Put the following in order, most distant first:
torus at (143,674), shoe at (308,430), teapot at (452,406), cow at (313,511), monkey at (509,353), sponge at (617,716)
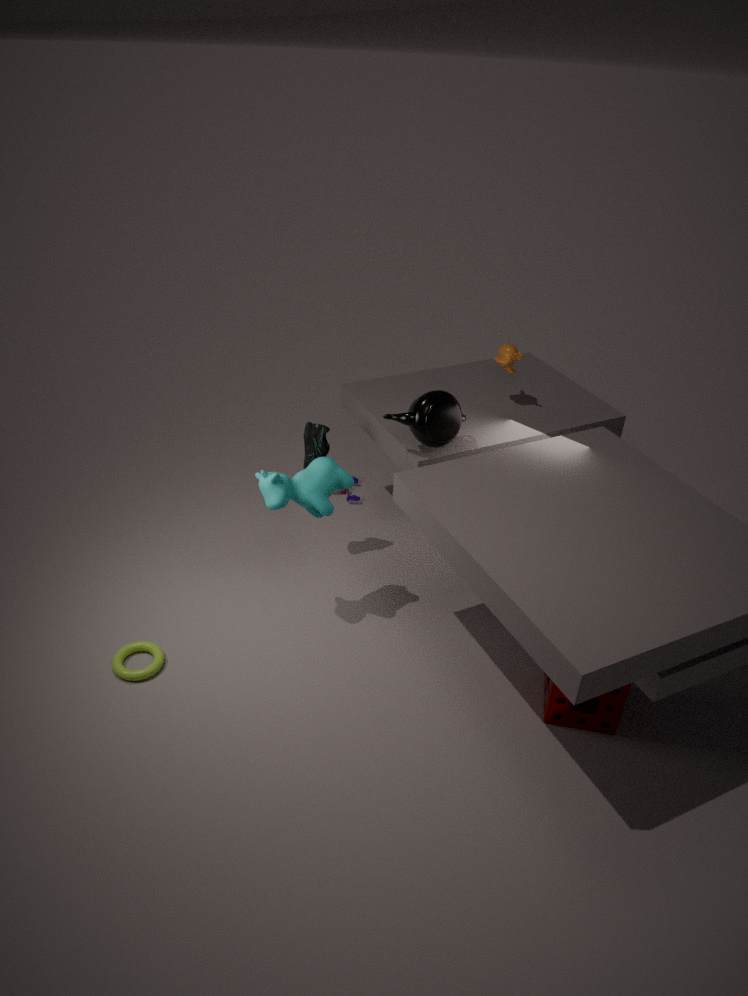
monkey at (509,353) → shoe at (308,430) → teapot at (452,406) → cow at (313,511) → torus at (143,674) → sponge at (617,716)
